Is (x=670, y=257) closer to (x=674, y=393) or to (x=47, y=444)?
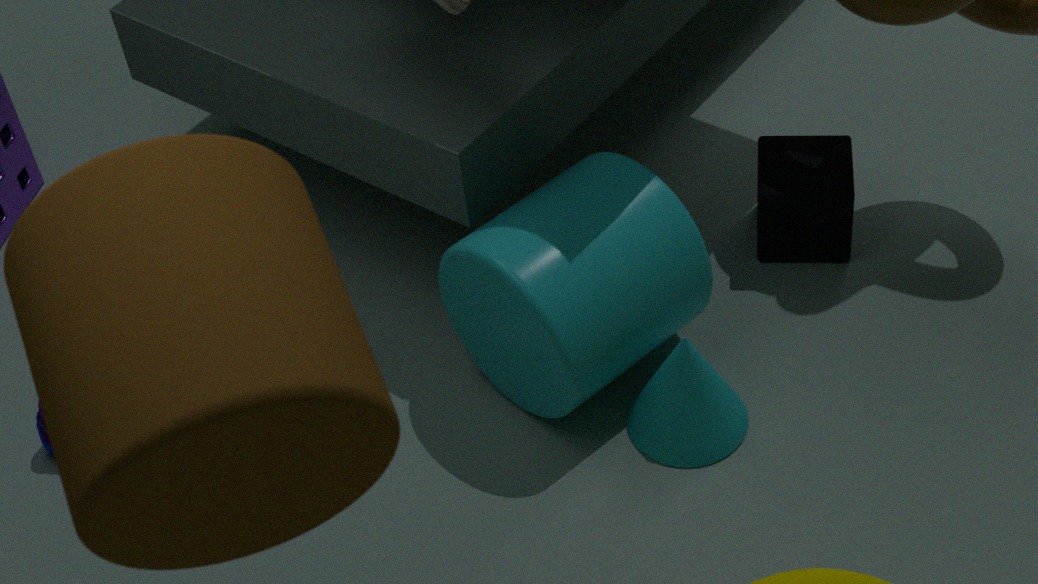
(x=674, y=393)
